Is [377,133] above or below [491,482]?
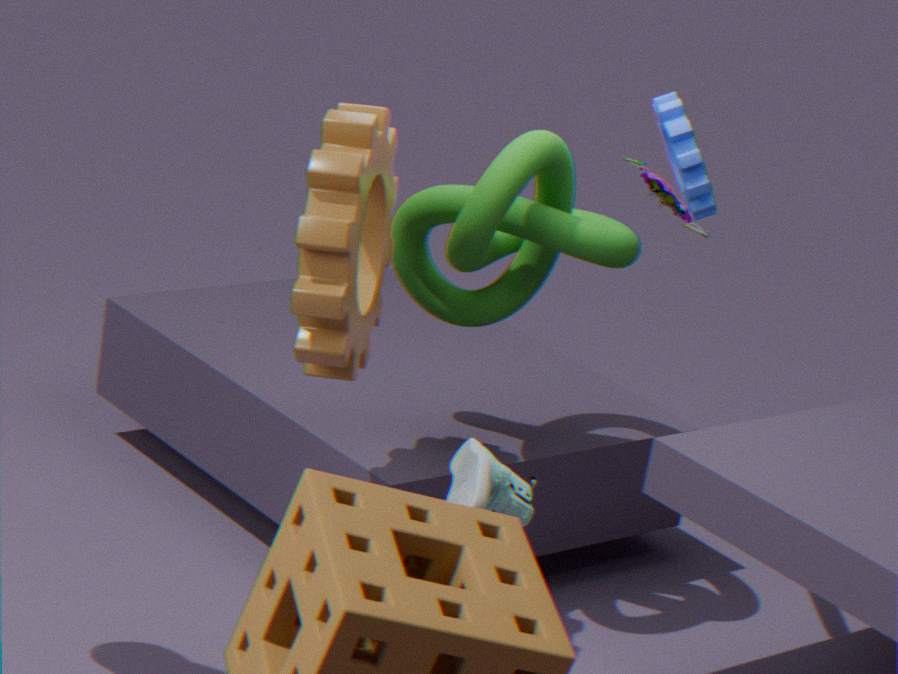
above
